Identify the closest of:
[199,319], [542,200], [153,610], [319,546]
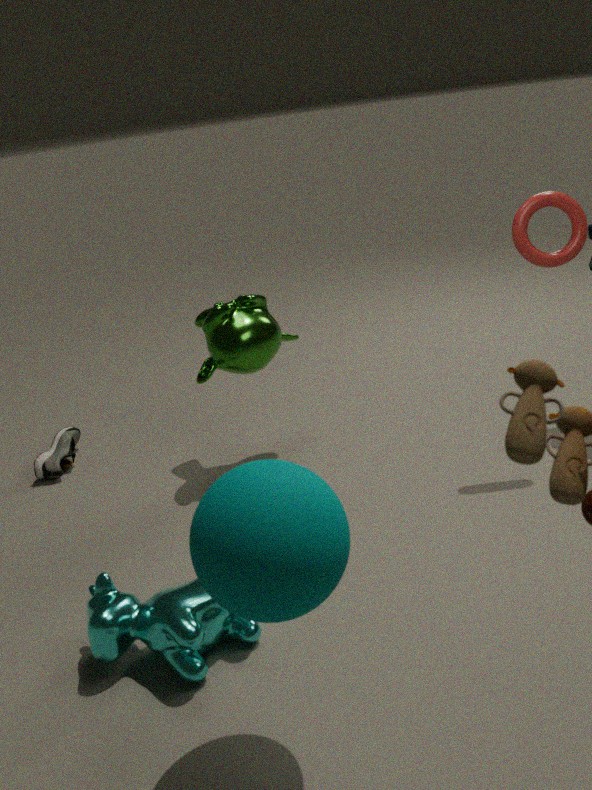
[319,546]
